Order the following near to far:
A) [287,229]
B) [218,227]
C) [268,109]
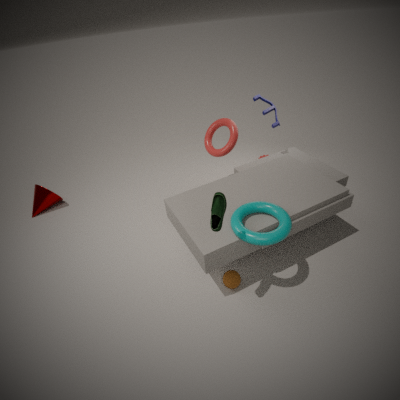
1. [218,227]
2. [287,229]
3. [268,109]
